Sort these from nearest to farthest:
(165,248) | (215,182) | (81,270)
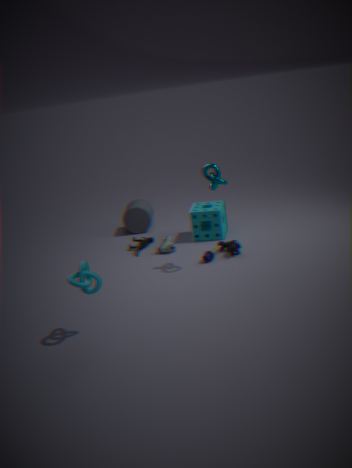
(81,270) → (215,182) → (165,248)
